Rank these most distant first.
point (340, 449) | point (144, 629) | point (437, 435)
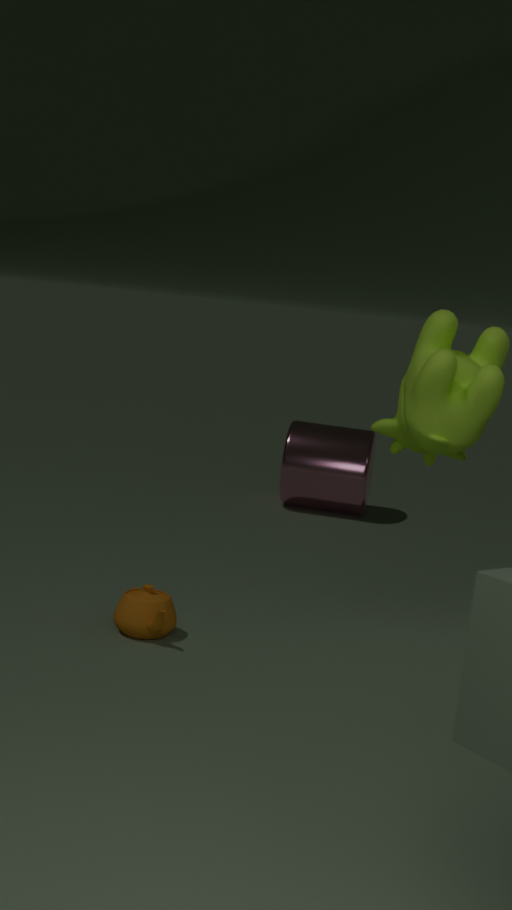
point (340, 449)
point (144, 629)
point (437, 435)
